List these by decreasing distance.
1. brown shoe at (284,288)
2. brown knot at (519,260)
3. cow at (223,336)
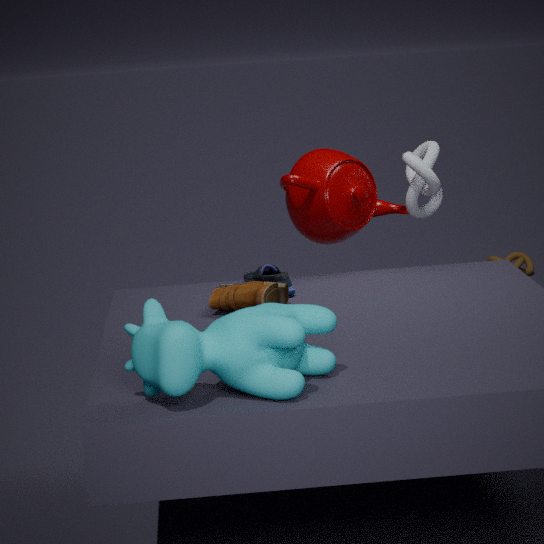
brown knot at (519,260), brown shoe at (284,288), cow at (223,336)
